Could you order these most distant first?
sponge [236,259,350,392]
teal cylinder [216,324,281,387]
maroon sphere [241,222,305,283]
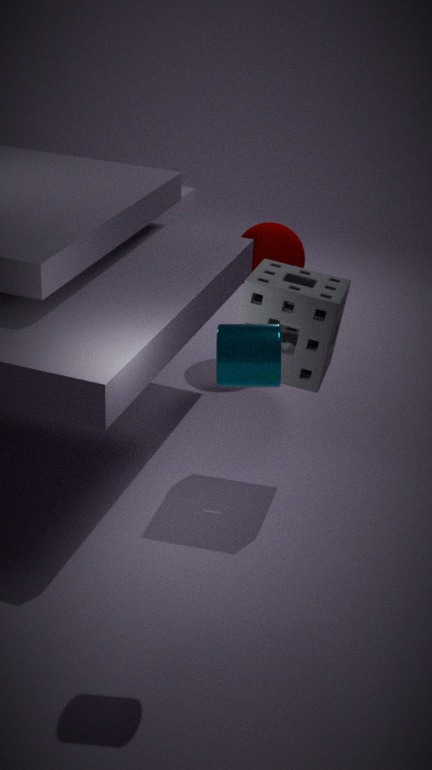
maroon sphere [241,222,305,283] < sponge [236,259,350,392] < teal cylinder [216,324,281,387]
